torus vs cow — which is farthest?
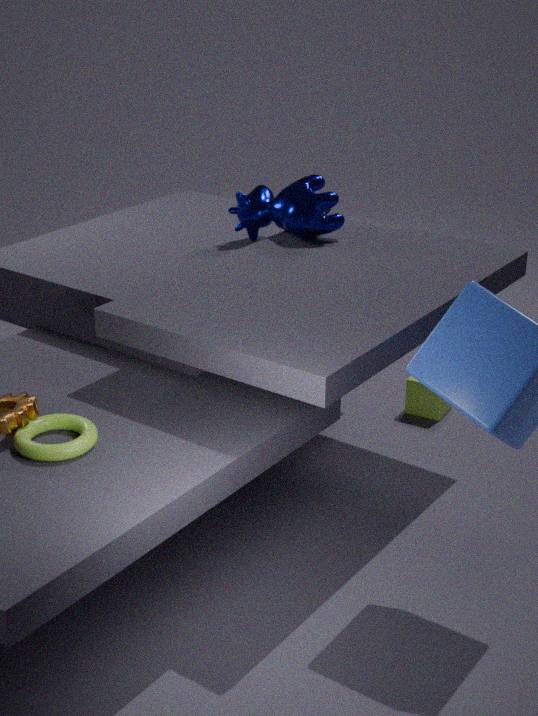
cow
